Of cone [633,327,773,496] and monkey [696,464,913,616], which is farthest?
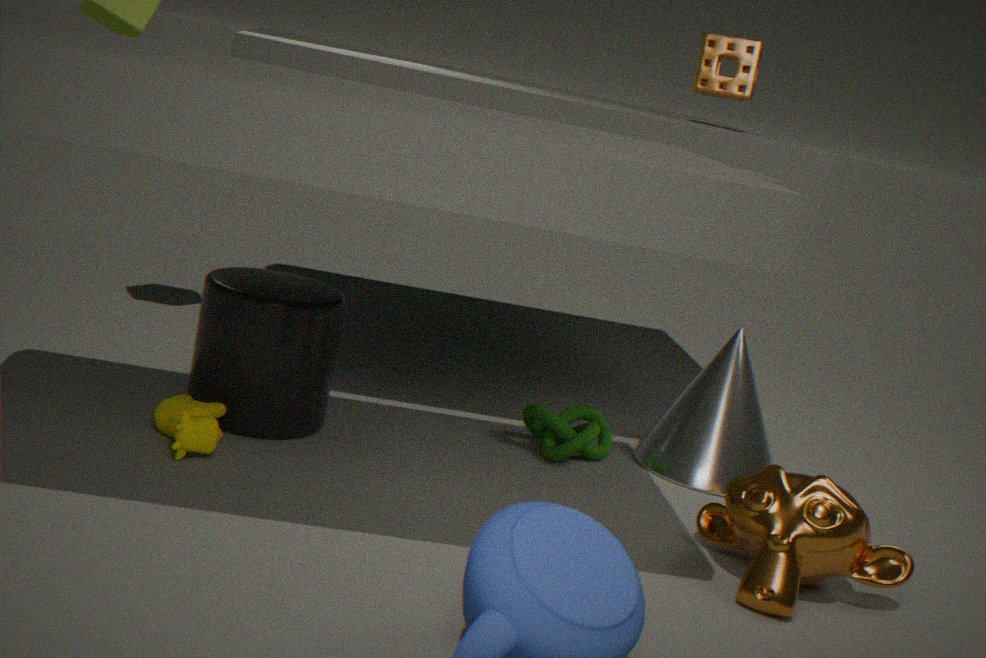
cone [633,327,773,496]
